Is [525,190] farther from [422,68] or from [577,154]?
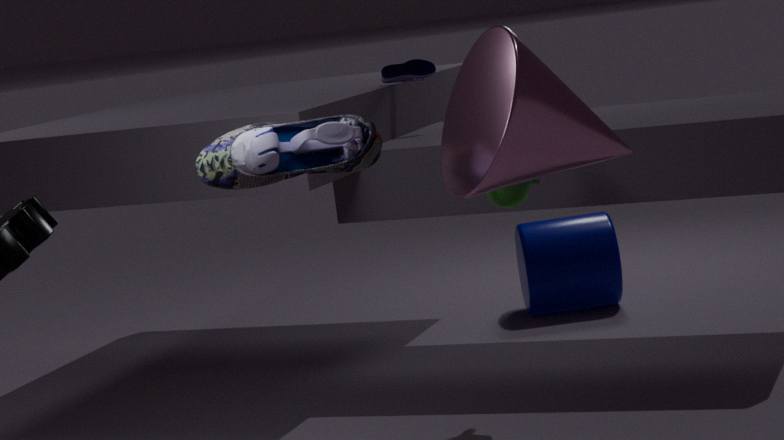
[422,68]
